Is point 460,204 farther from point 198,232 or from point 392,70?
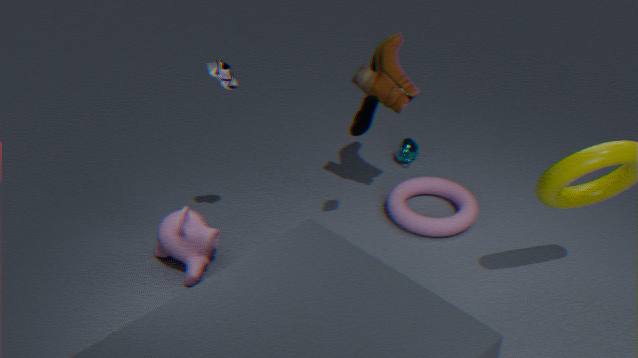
point 198,232
